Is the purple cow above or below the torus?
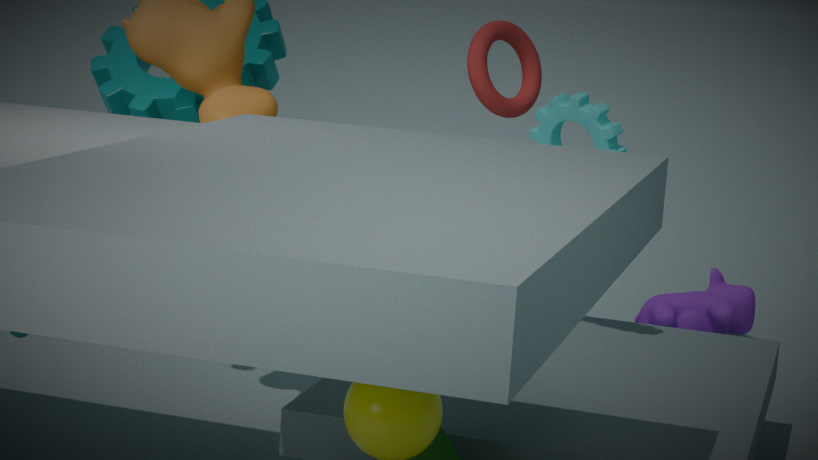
below
